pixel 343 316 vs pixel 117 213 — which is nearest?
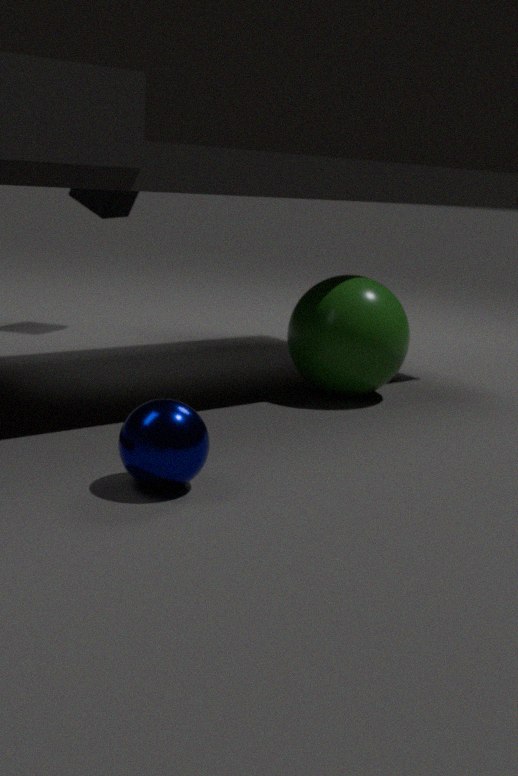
pixel 343 316
